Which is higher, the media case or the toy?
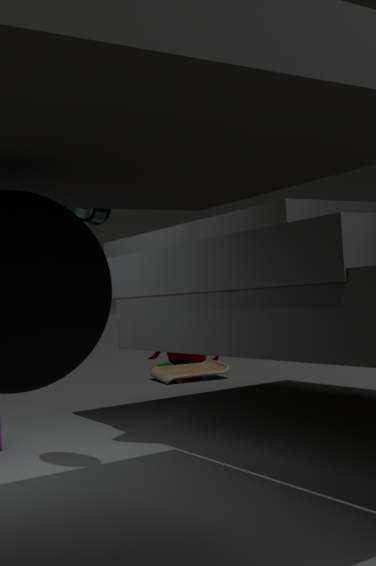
the media case
